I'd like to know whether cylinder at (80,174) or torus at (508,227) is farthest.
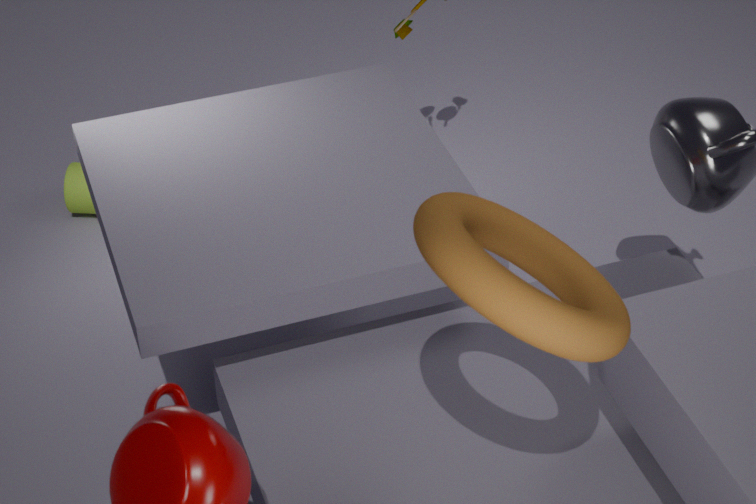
cylinder at (80,174)
